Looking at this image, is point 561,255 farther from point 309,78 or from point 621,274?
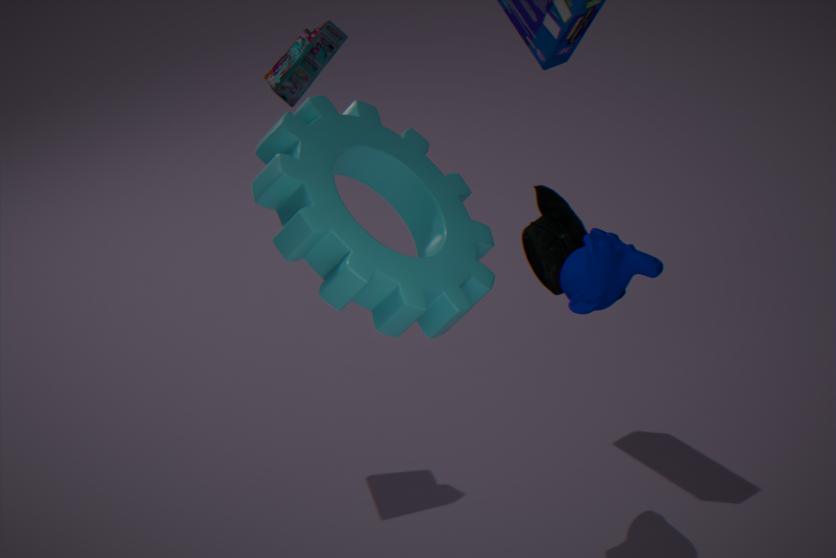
point 309,78
